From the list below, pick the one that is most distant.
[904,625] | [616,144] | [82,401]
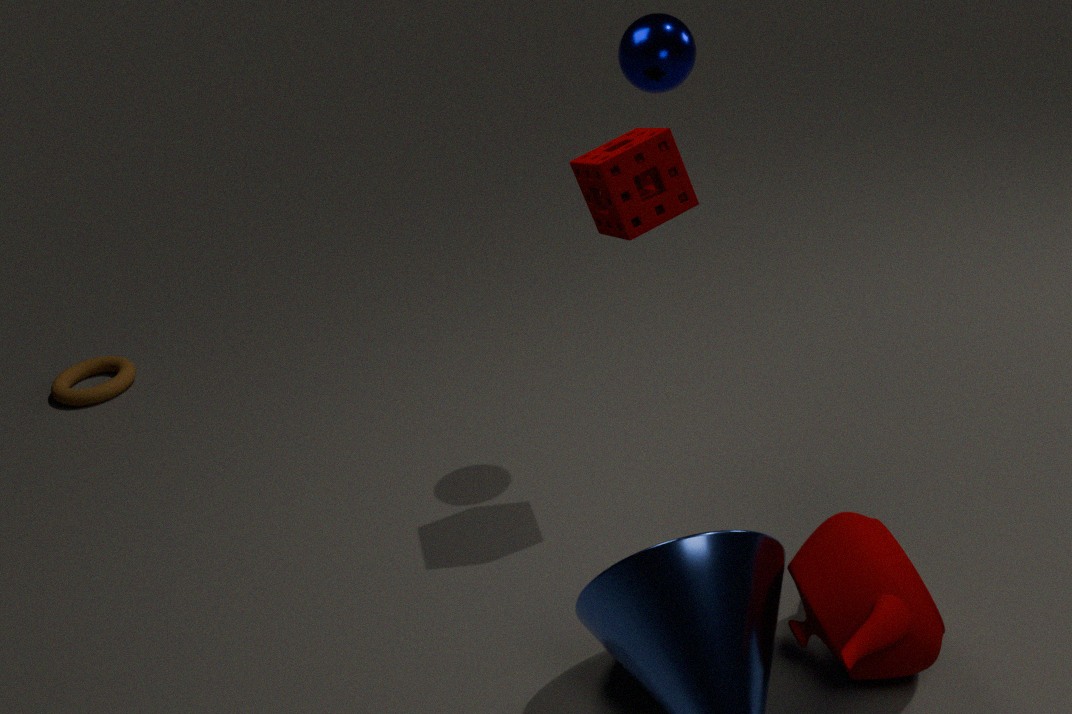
[82,401]
